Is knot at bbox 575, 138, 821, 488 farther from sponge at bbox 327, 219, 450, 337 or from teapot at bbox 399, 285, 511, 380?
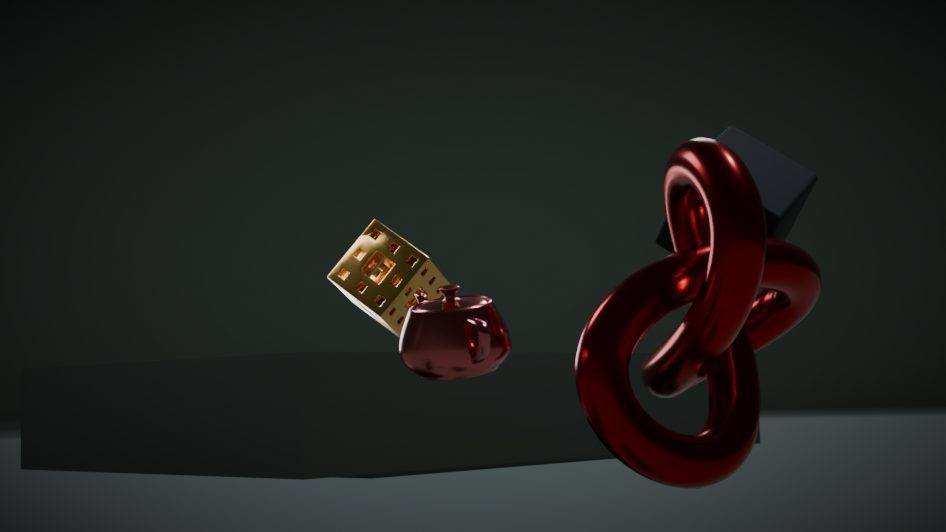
sponge at bbox 327, 219, 450, 337
